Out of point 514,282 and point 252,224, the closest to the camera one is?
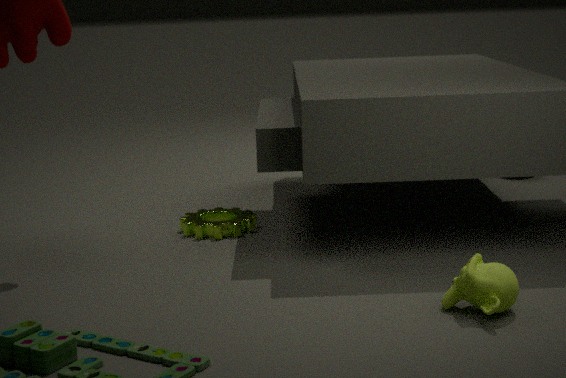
point 514,282
